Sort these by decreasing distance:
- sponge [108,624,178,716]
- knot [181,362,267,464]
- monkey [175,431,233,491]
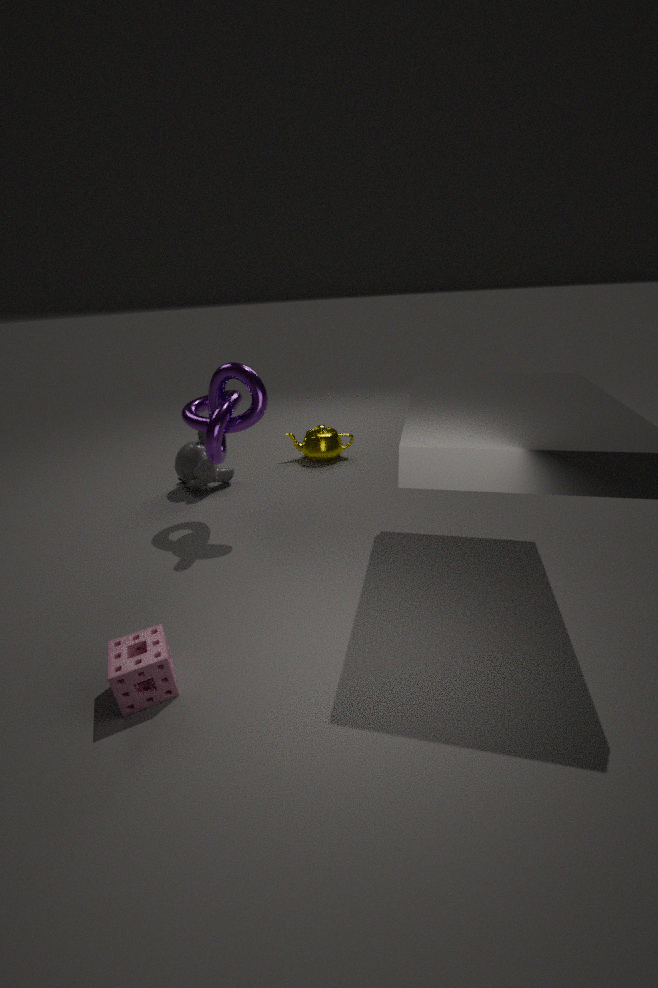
monkey [175,431,233,491]
knot [181,362,267,464]
sponge [108,624,178,716]
